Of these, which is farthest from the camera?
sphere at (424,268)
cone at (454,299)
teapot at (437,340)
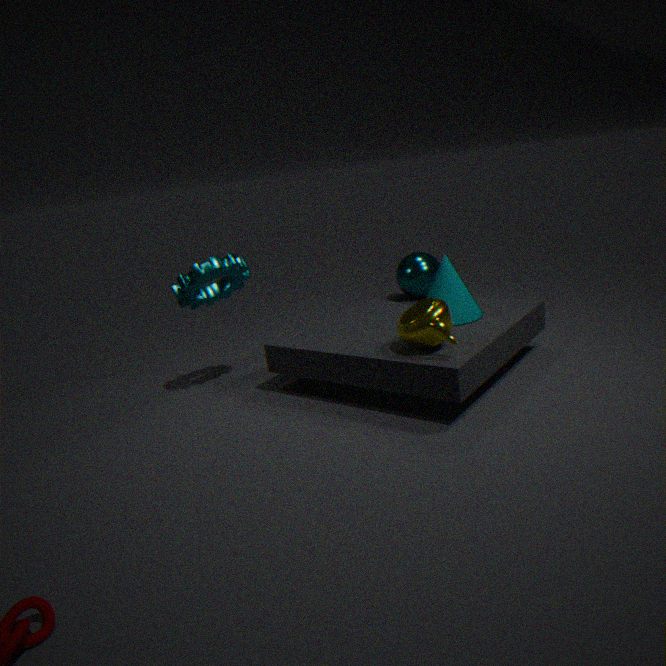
sphere at (424,268)
